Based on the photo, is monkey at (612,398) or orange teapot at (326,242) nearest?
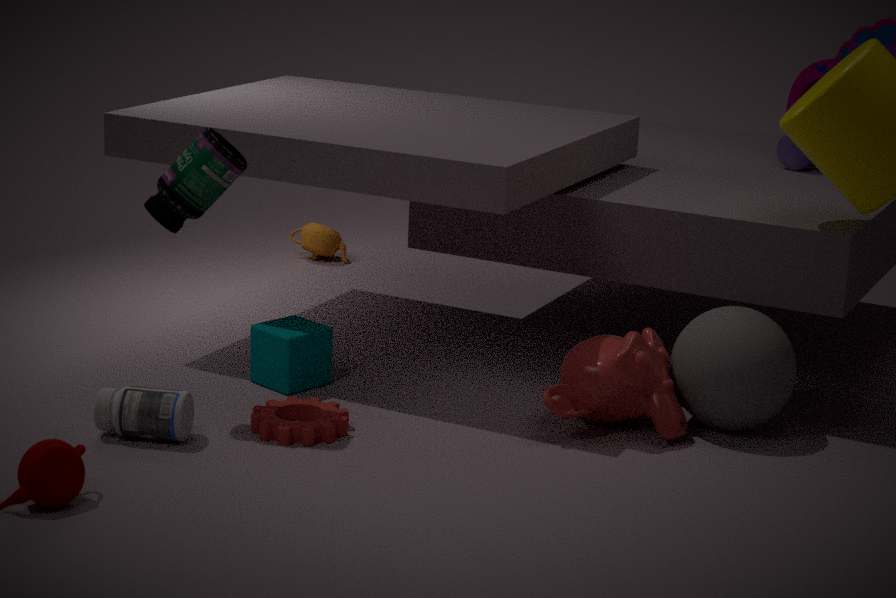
monkey at (612,398)
